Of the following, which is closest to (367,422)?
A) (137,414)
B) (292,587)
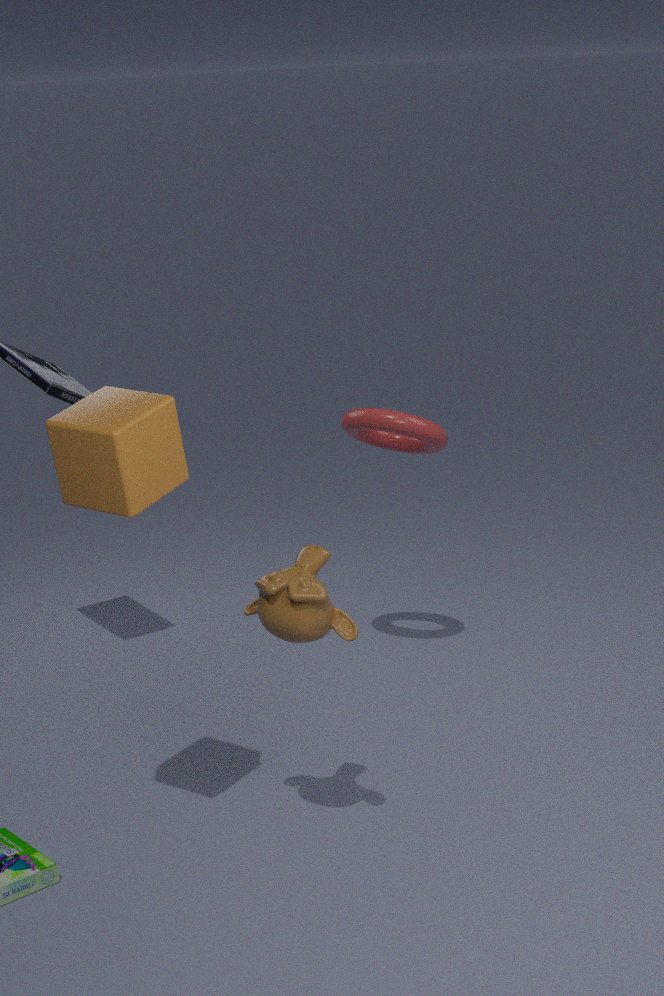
(292,587)
